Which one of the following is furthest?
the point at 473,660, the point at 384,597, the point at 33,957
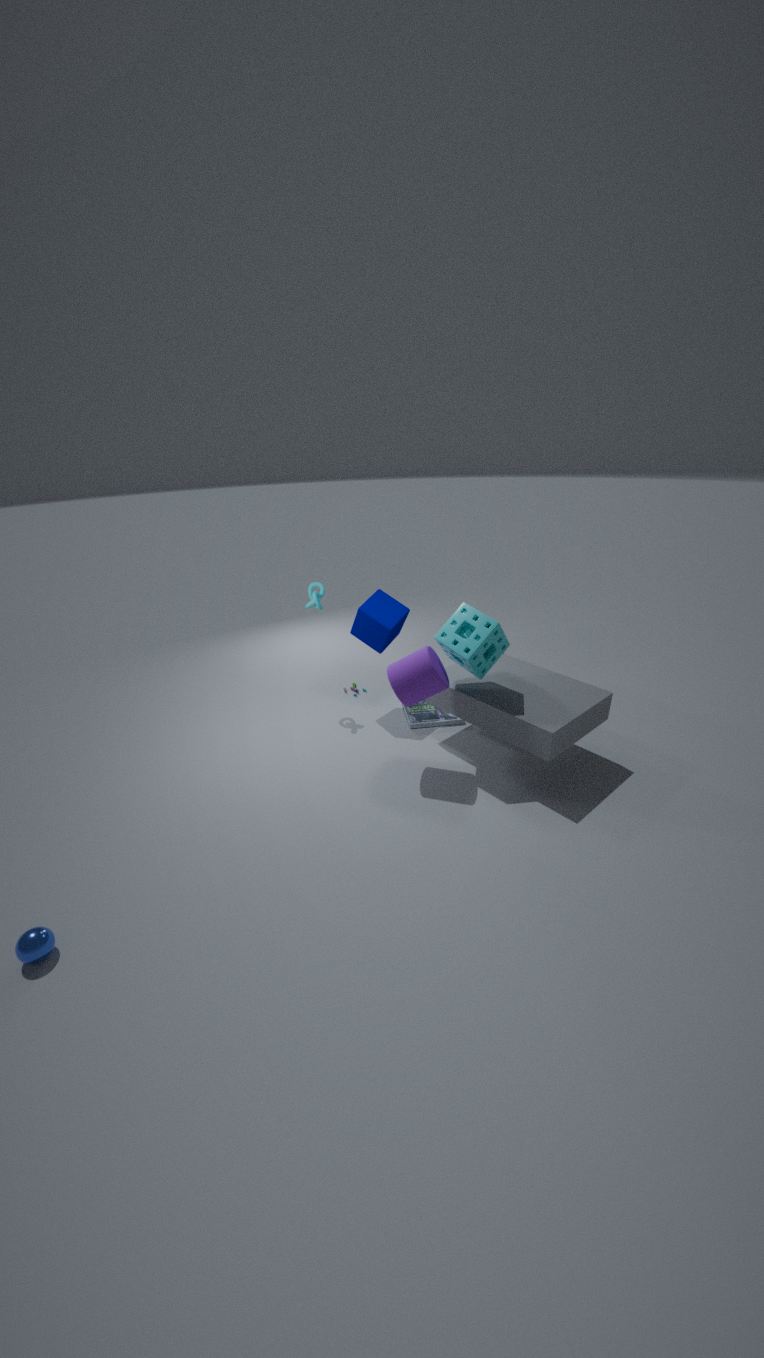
the point at 384,597
